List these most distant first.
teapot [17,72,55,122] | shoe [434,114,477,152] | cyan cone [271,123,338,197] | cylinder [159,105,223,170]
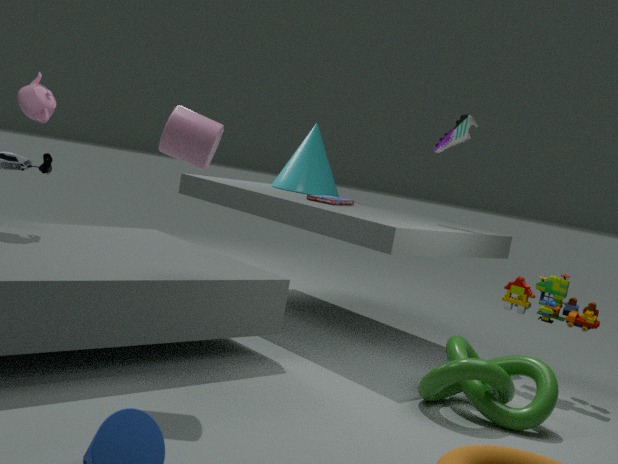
cyan cone [271,123,338,197] → shoe [434,114,477,152] → teapot [17,72,55,122] → cylinder [159,105,223,170]
